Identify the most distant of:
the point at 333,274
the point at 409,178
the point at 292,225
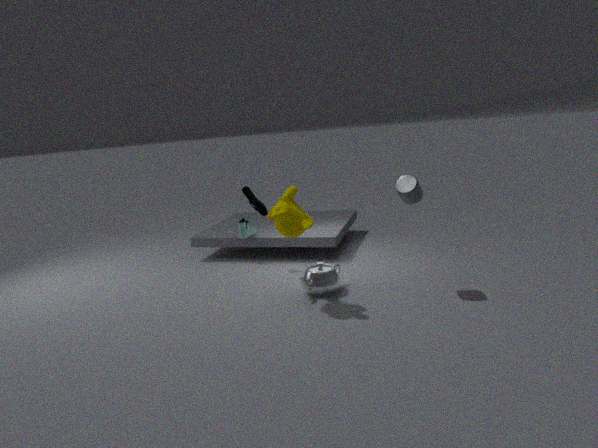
the point at 333,274
